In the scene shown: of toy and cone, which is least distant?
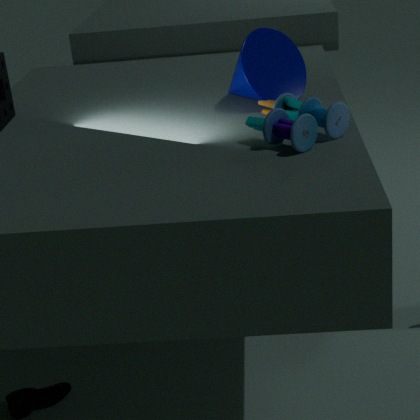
toy
